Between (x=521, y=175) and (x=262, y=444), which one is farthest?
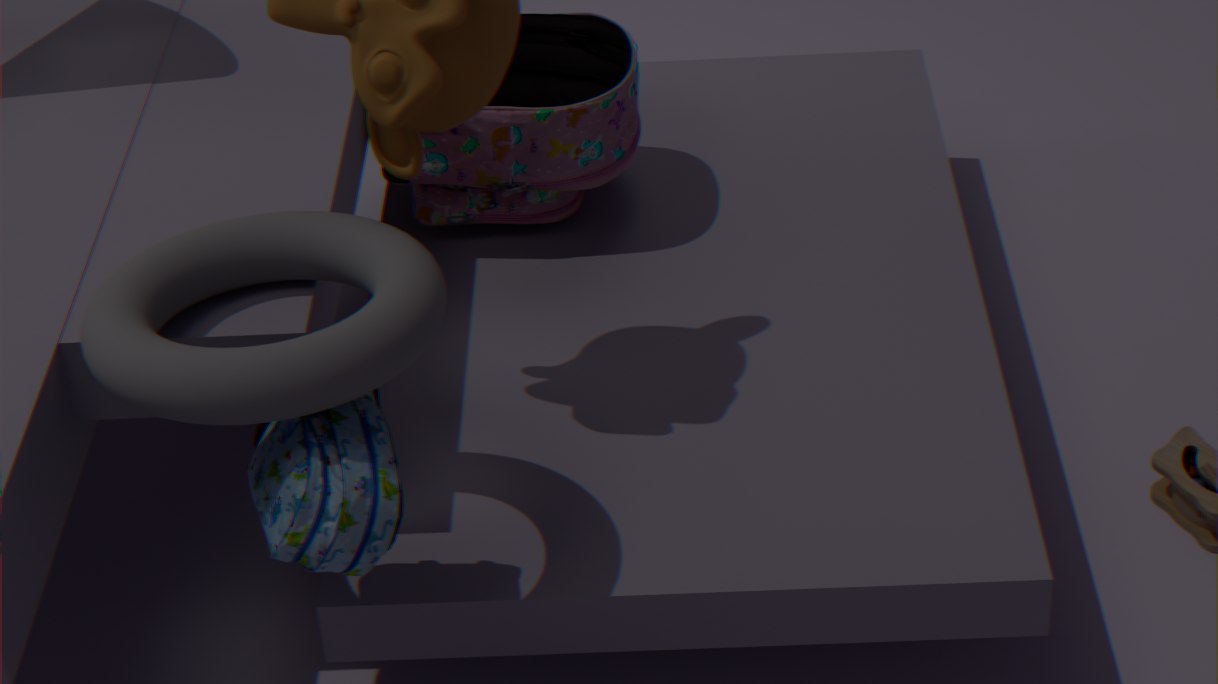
(x=521, y=175)
